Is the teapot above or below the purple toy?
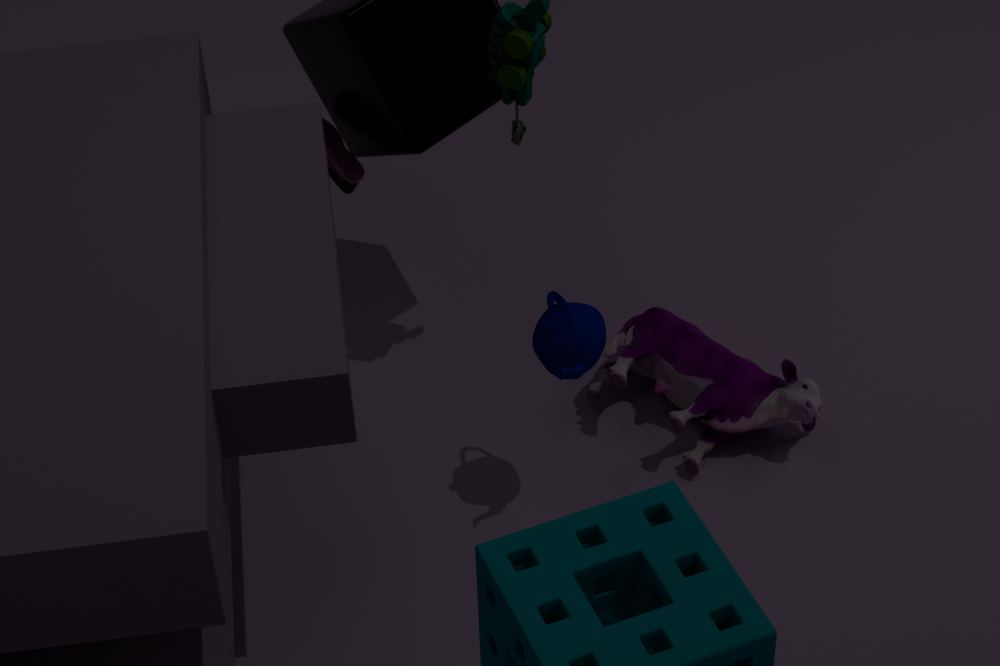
above
